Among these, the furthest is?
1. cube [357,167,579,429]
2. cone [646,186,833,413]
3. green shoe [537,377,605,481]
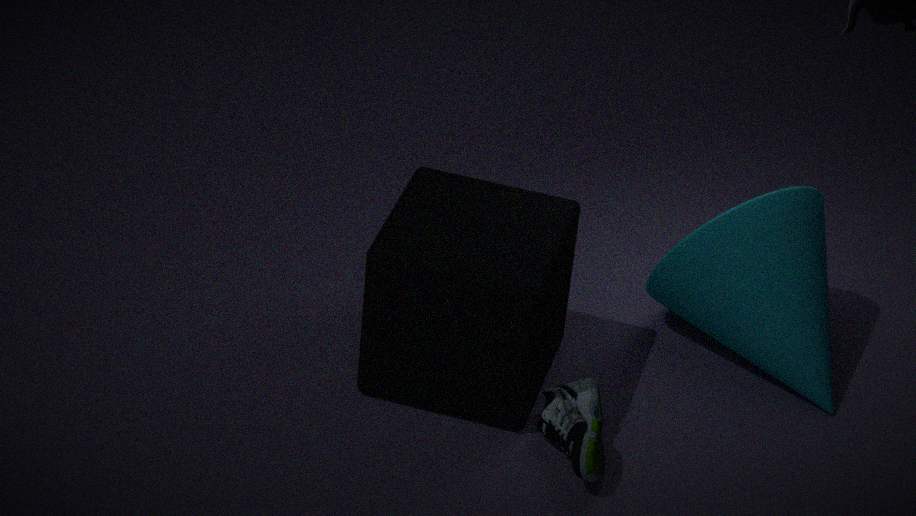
cone [646,186,833,413]
